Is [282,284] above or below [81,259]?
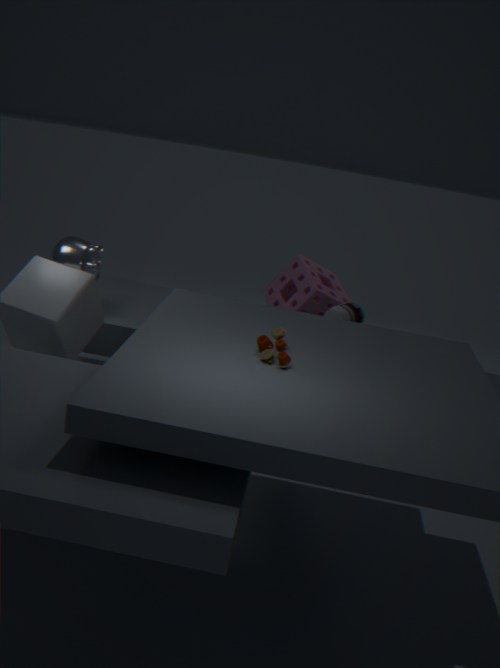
below
